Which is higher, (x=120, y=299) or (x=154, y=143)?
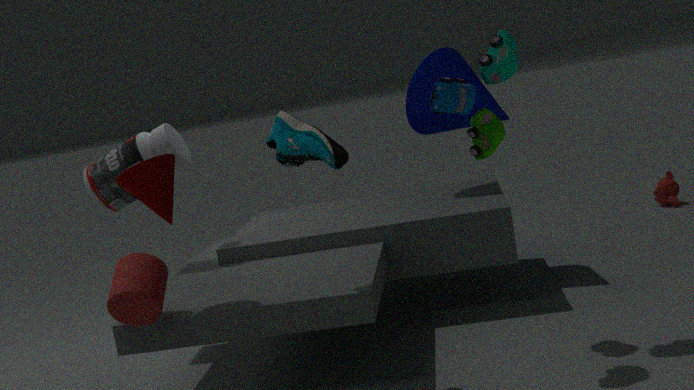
(x=154, y=143)
